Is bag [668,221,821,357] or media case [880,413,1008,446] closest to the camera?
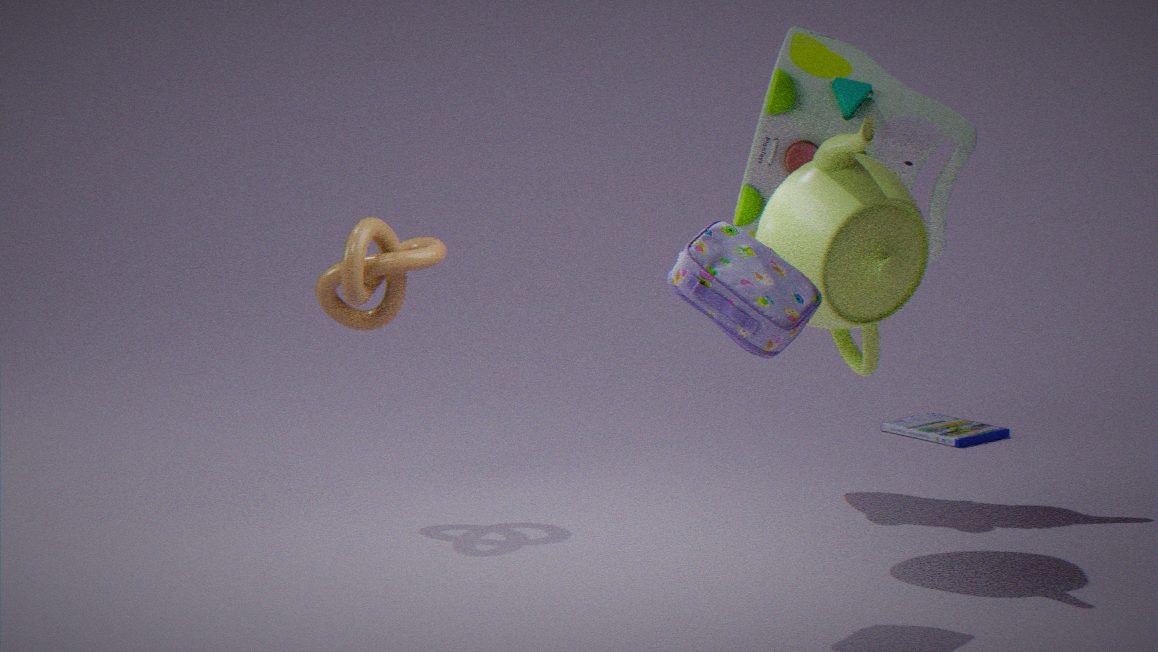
bag [668,221,821,357]
